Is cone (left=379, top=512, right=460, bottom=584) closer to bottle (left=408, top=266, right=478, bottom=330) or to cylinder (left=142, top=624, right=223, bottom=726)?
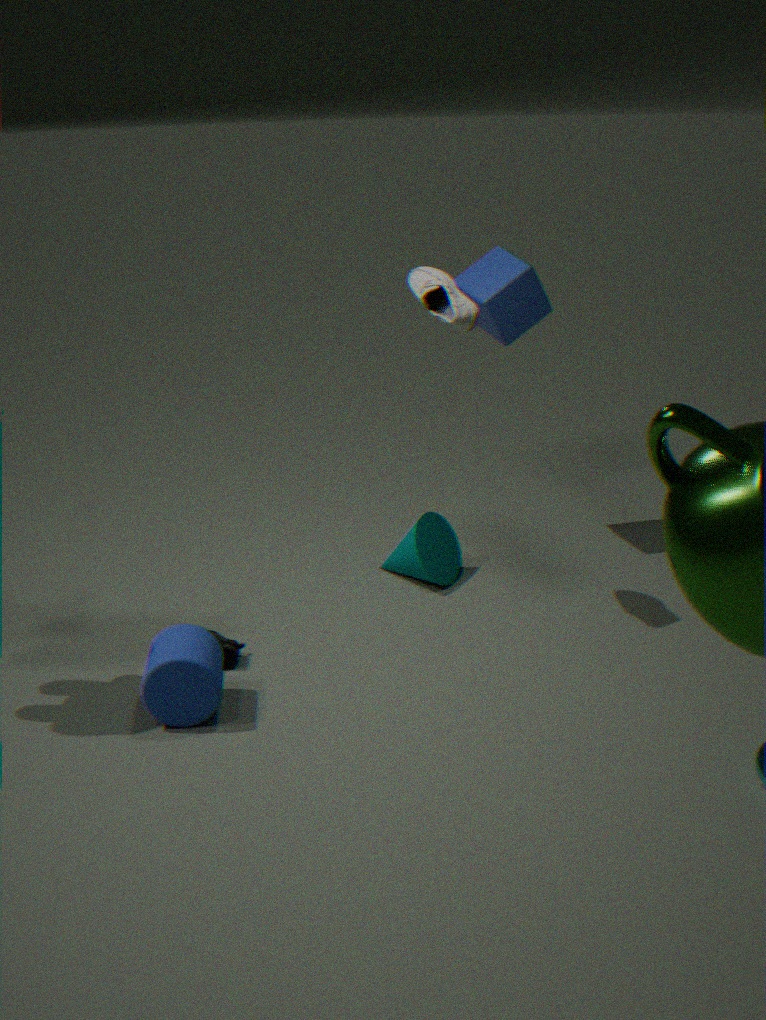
bottle (left=408, top=266, right=478, bottom=330)
